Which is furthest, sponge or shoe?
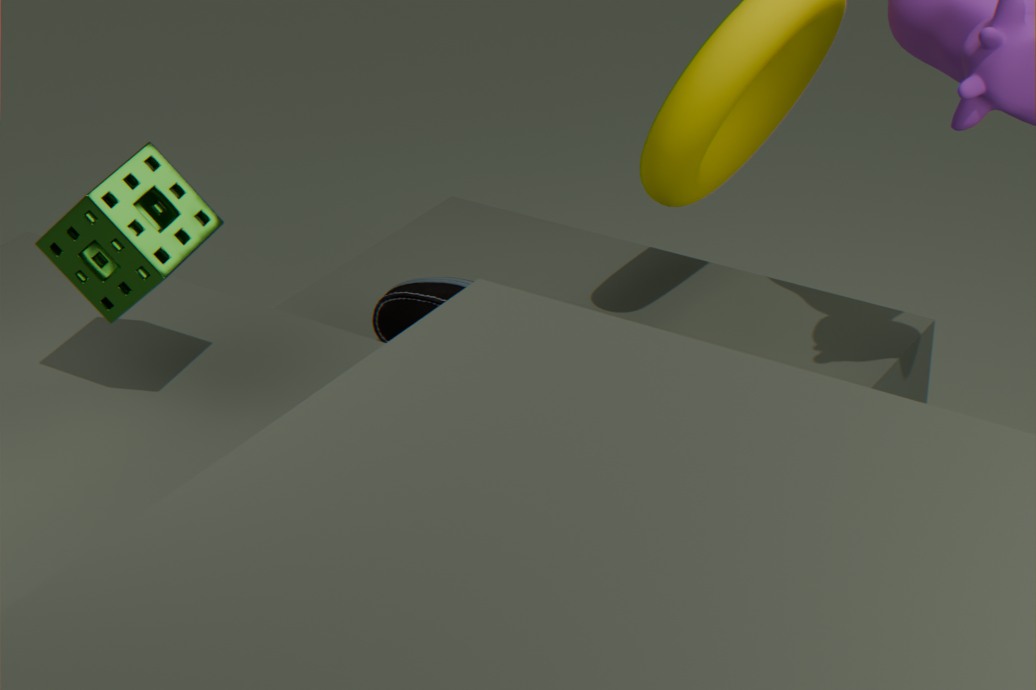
shoe
